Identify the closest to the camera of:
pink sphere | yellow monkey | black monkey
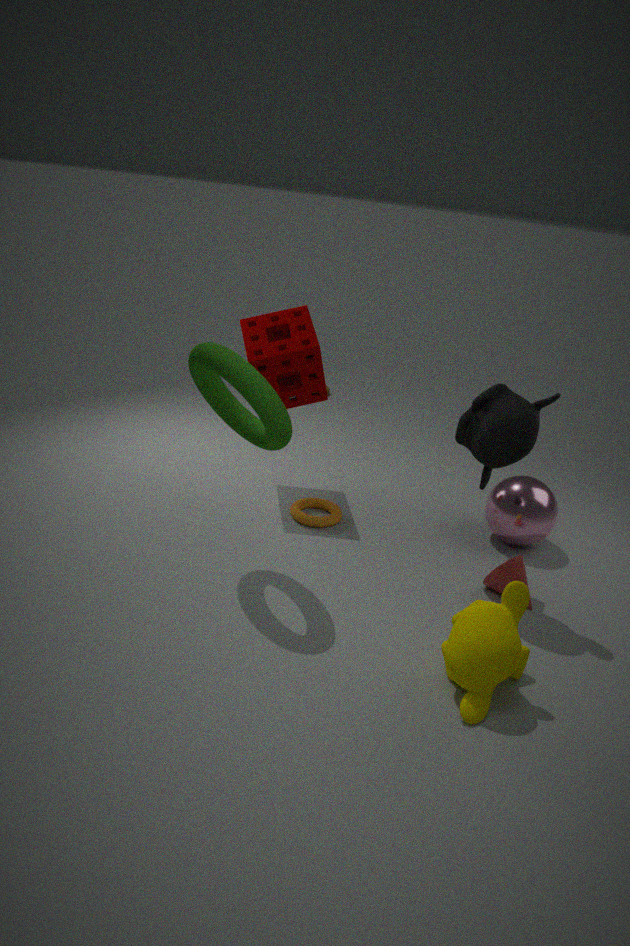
yellow monkey
